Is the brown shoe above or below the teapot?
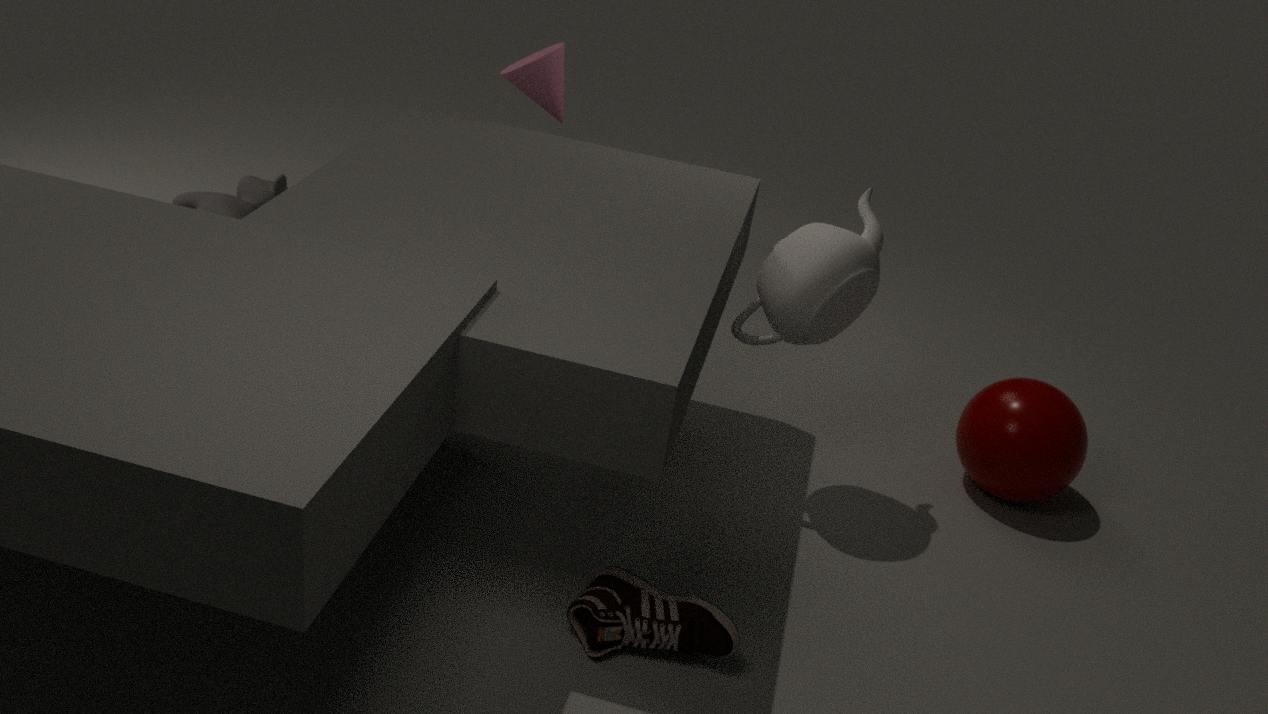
below
